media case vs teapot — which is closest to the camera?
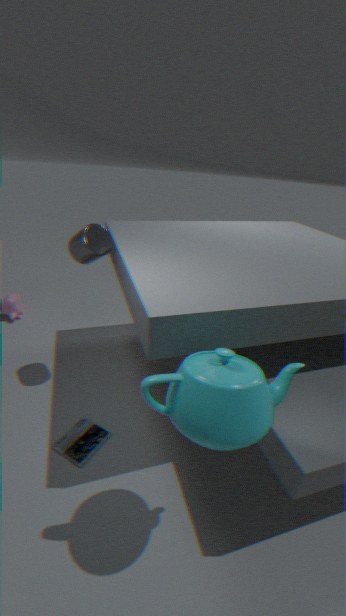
teapot
